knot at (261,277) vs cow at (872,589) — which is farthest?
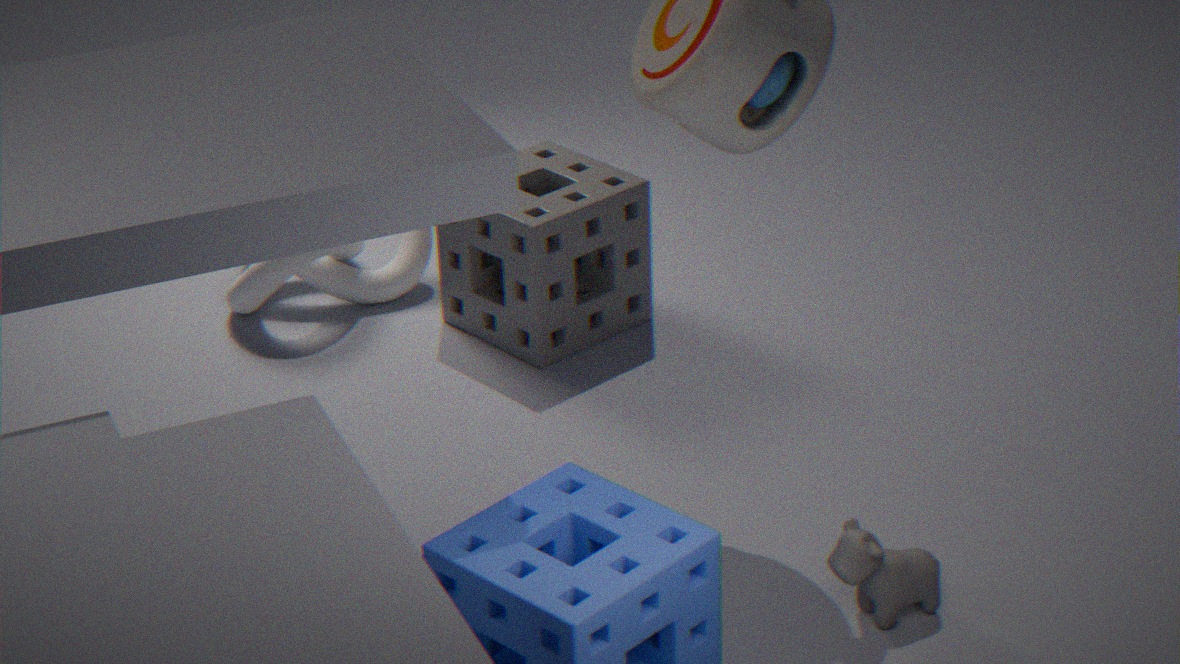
knot at (261,277)
